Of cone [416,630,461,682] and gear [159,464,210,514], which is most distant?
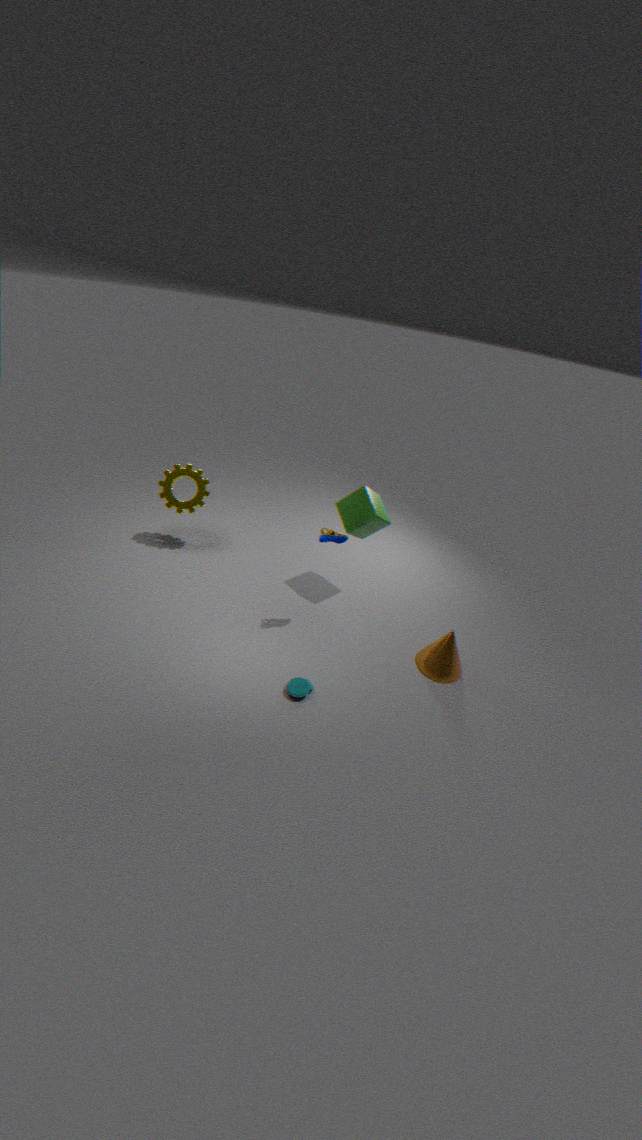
gear [159,464,210,514]
